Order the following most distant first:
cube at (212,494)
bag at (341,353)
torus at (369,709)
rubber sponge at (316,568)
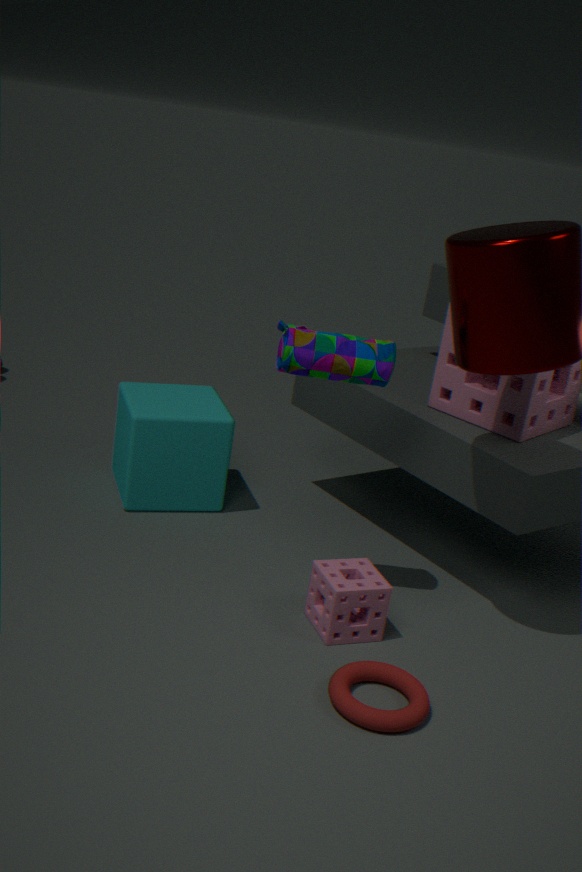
1. cube at (212,494)
2. rubber sponge at (316,568)
3. bag at (341,353)
4. torus at (369,709)
